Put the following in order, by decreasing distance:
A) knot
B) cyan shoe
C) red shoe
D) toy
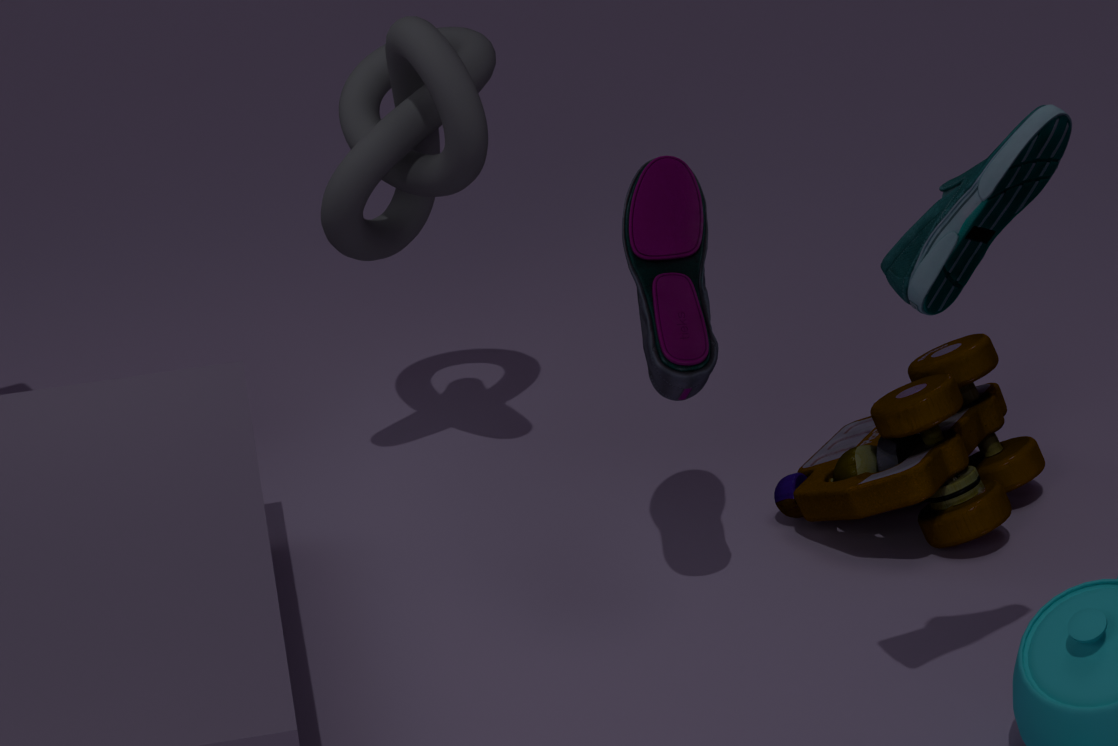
knot, toy, red shoe, cyan shoe
